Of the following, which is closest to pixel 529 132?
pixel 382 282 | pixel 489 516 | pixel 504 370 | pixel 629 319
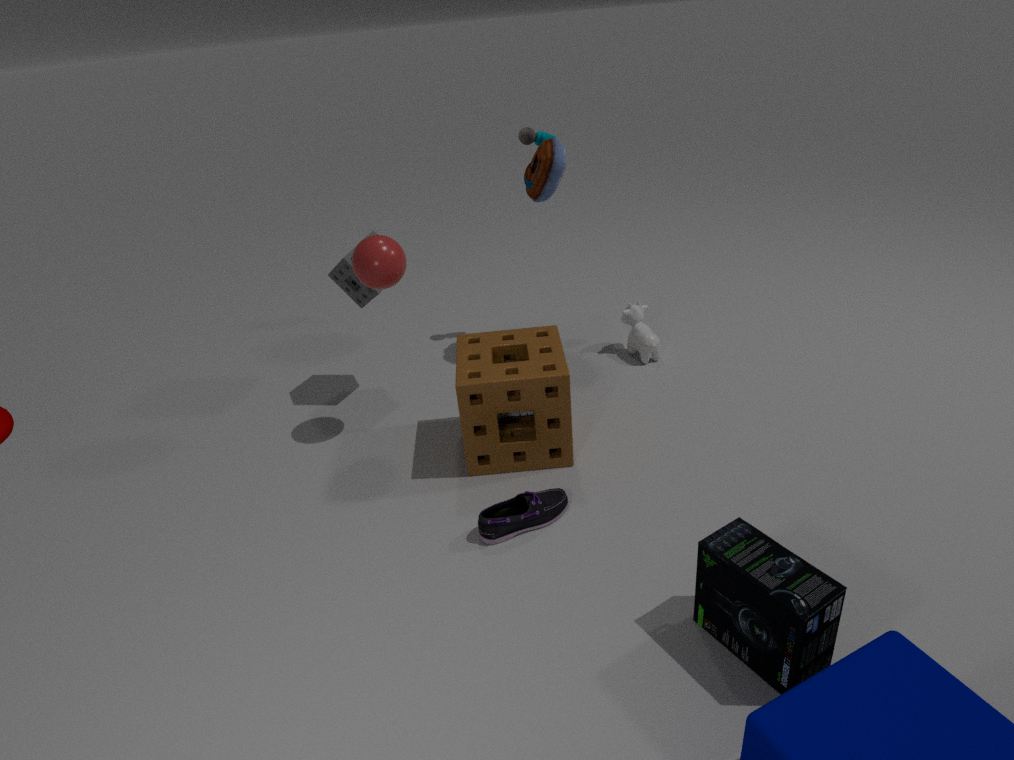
pixel 629 319
